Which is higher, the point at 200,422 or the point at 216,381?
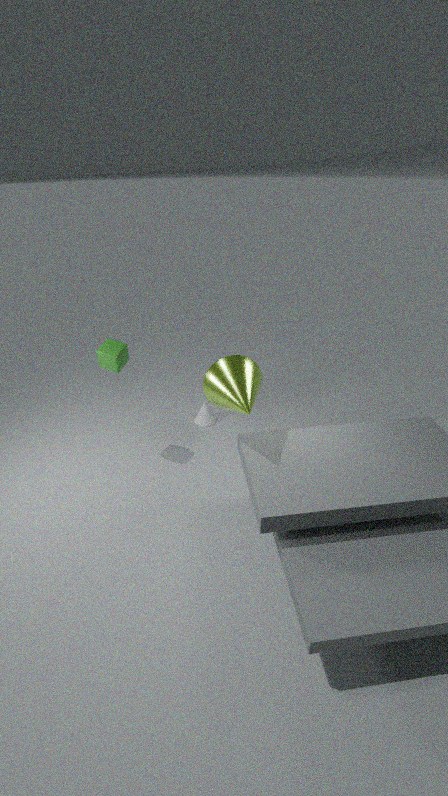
the point at 216,381
